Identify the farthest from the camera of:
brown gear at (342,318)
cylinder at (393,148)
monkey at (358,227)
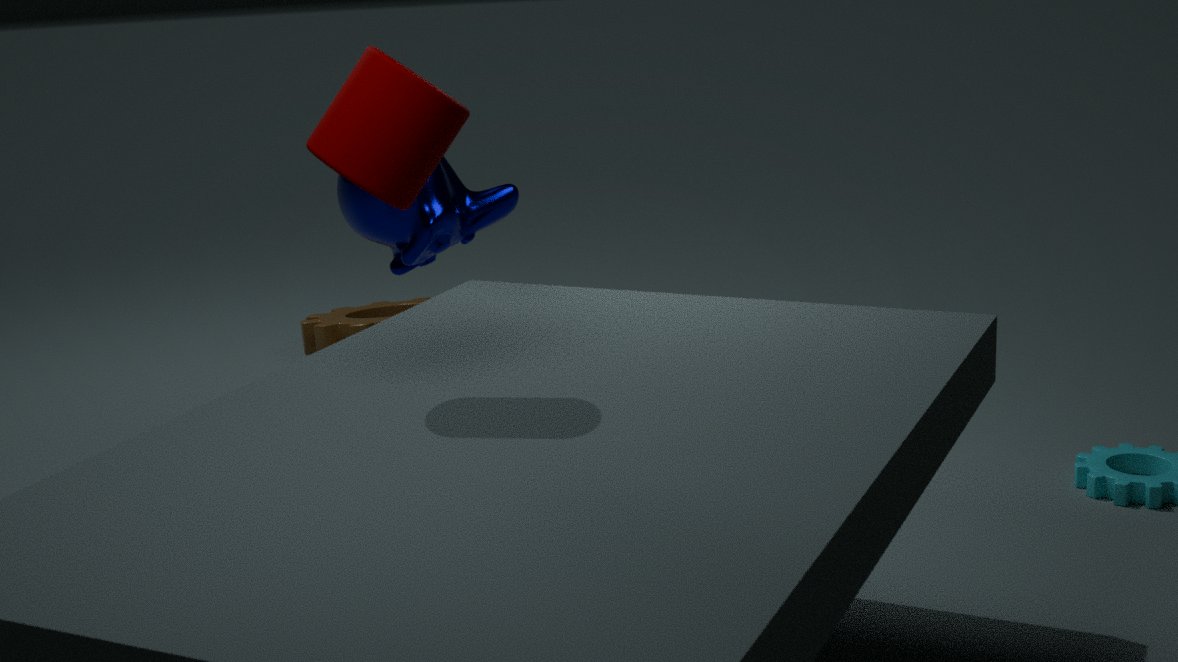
brown gear at (342,318)
